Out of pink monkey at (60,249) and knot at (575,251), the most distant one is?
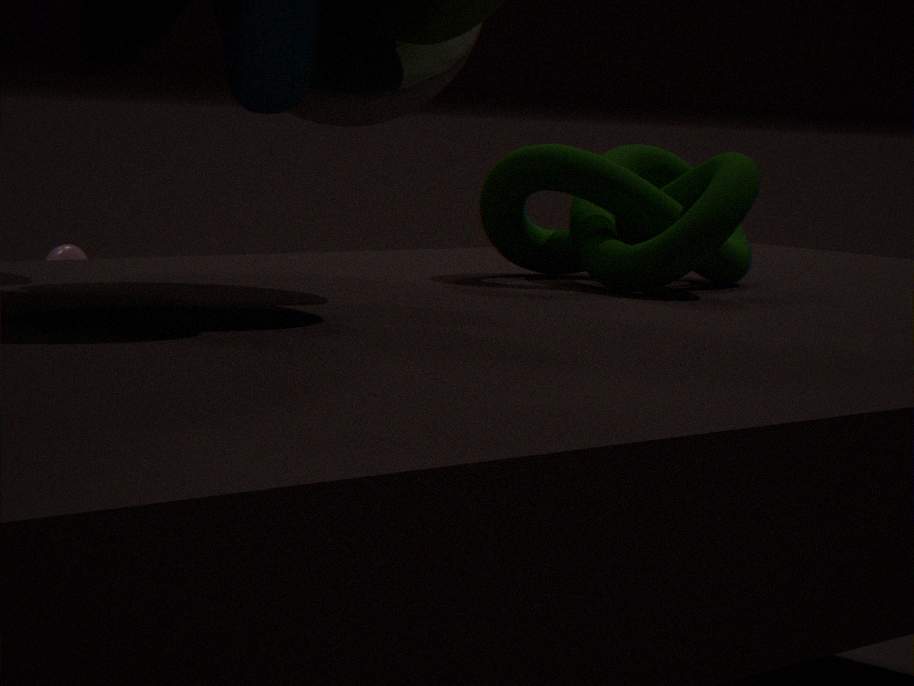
pink monkey at (60,249)
